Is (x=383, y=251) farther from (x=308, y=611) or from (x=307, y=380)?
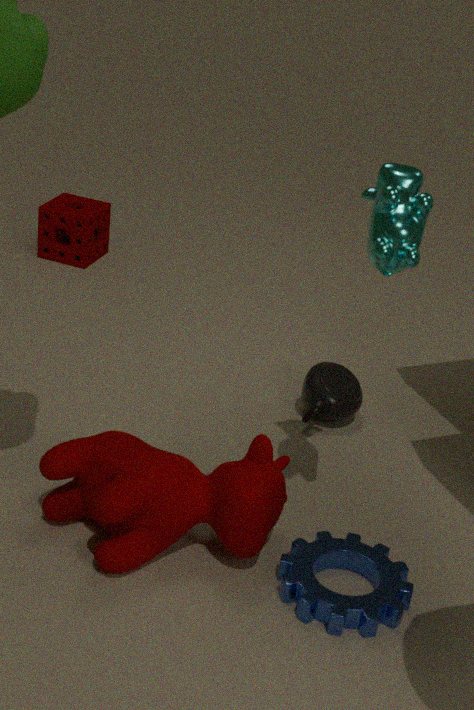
(x=307, y=380)
